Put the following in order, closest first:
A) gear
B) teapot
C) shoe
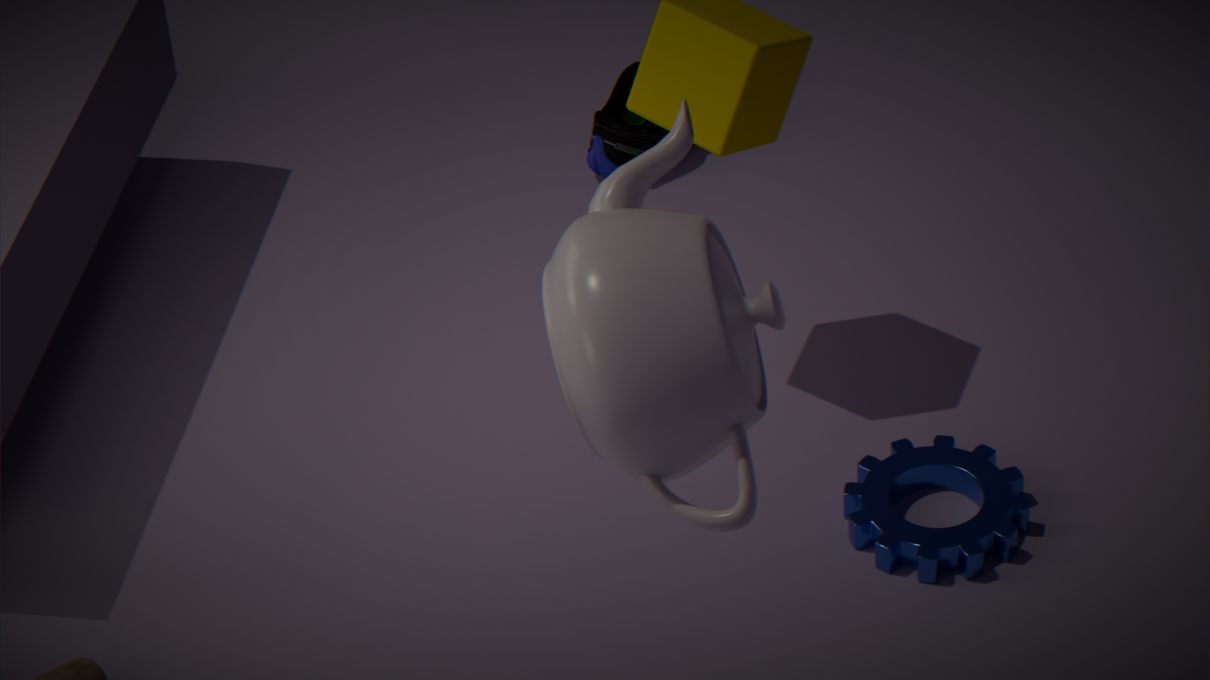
teapot
gear
shoe
